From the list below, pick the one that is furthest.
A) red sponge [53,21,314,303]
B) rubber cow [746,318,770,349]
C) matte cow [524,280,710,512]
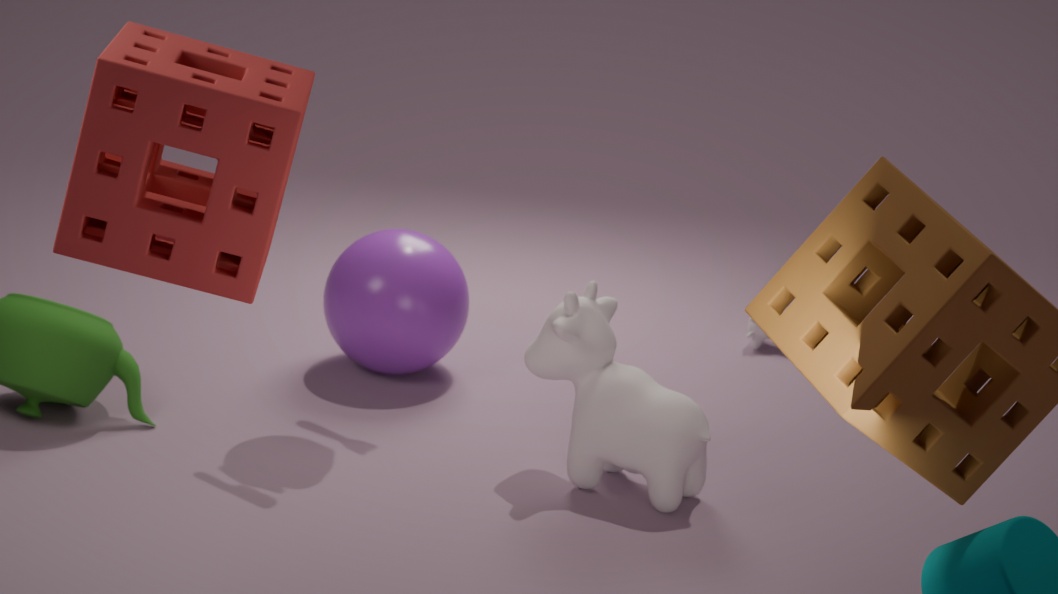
rubber cow [746,318,770,349]
